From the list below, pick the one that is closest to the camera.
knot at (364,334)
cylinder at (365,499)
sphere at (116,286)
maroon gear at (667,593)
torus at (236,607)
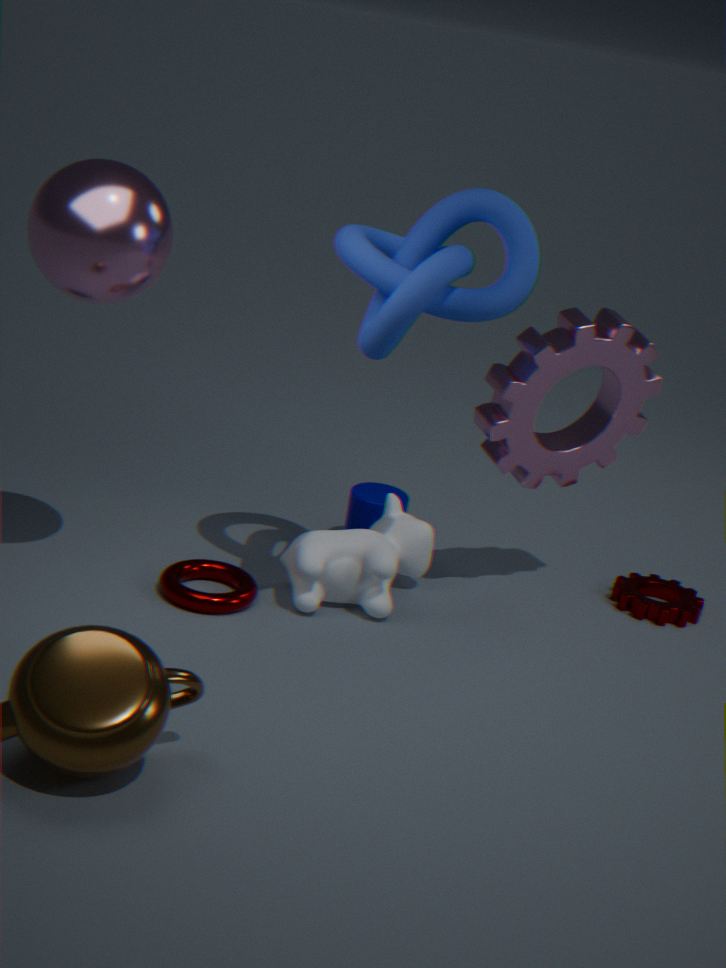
sphere at (116,286)
